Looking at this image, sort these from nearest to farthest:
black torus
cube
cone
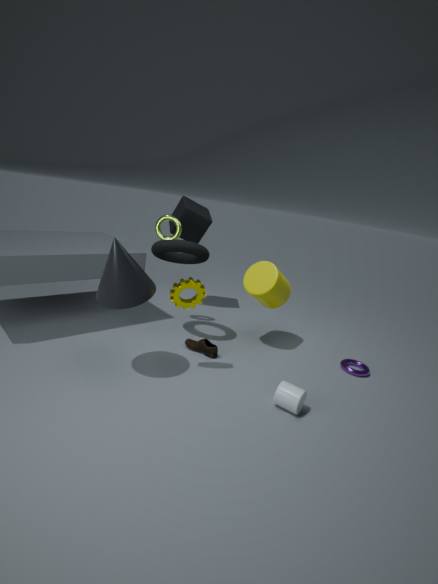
1. cone
2. black torus
3. cube
